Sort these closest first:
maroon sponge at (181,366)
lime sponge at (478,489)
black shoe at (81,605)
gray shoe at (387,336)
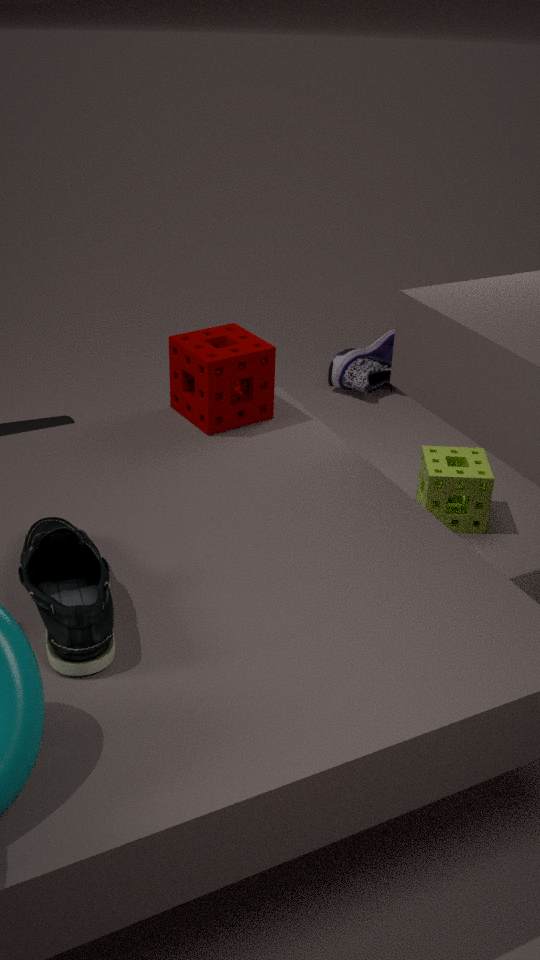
1. black shoe at (81,605)
2. maroon sponge at (181,366)
3. lime sponge at (478,489)
4. gray shoe at (387,336)
